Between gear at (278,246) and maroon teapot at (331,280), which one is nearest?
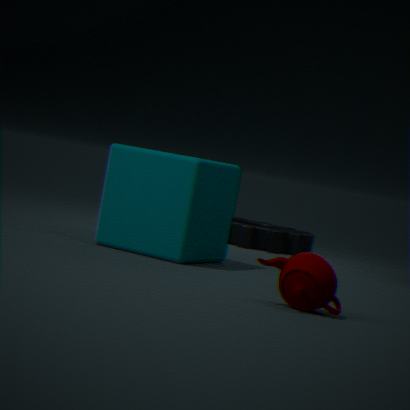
maroon teapot at (331,280)
